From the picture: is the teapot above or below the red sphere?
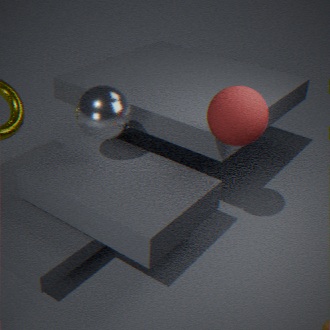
below
